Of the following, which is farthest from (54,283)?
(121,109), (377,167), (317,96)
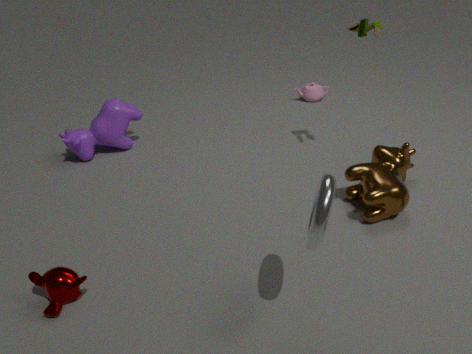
(317,96)
